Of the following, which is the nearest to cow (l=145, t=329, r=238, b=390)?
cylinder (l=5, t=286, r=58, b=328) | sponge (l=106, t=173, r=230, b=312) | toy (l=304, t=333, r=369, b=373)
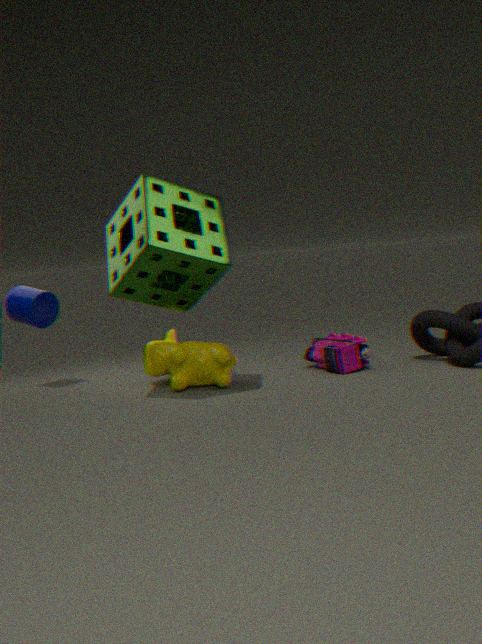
sponge (l=106, t=173, r=230, b=312)
